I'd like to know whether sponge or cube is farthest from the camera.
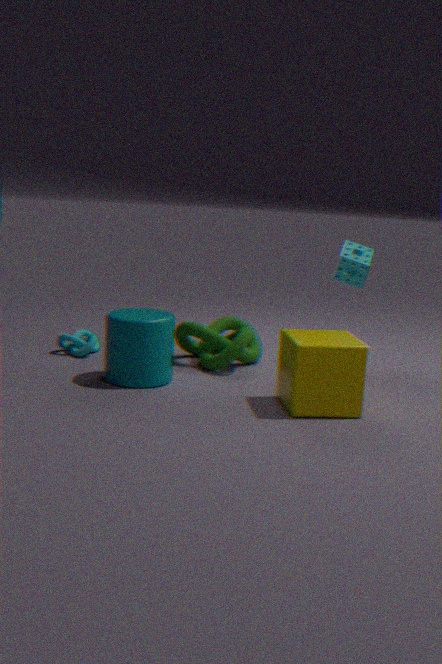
sponge
